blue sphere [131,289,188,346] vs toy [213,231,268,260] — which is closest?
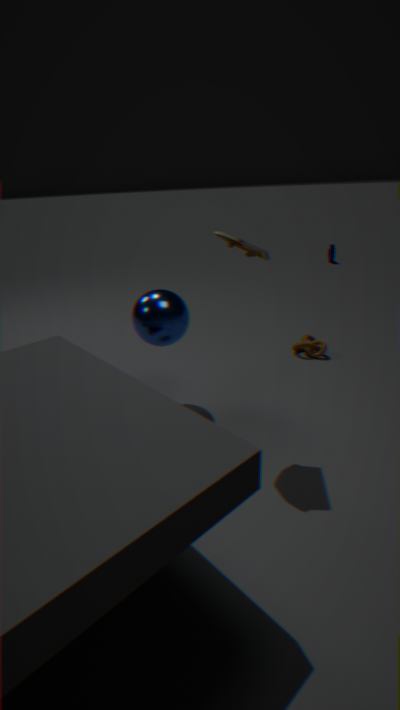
toy [213,231,268,260]
